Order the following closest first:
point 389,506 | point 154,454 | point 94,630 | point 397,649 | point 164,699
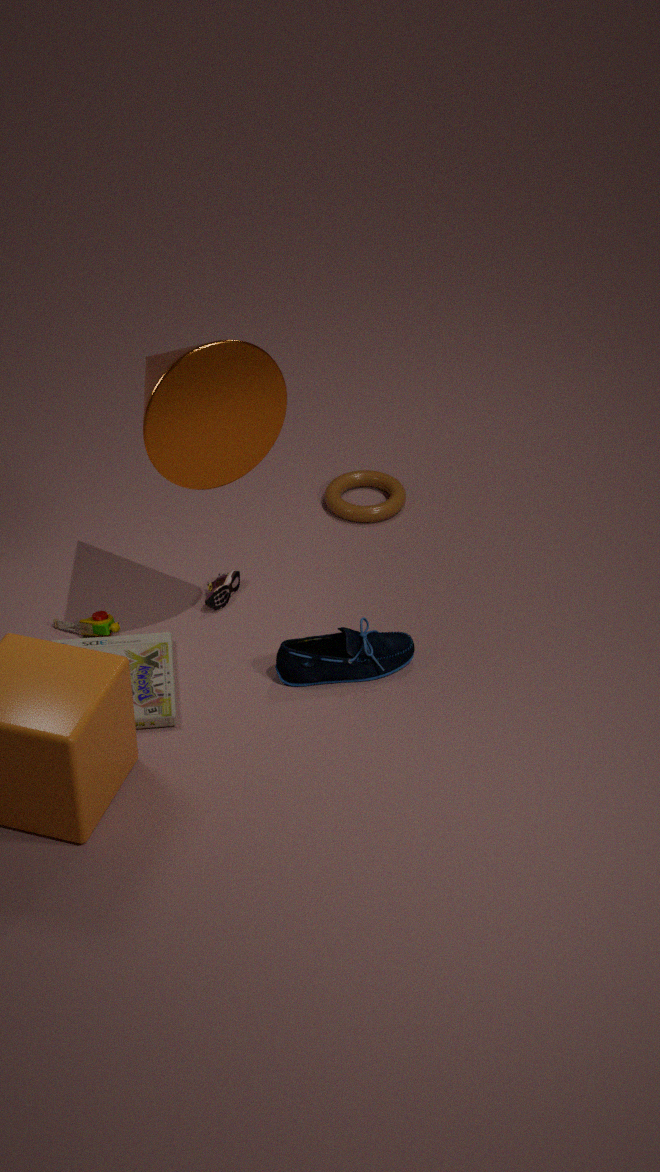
point 154,454
point 164,699
point 397,649
point 94,630
point 389,506
